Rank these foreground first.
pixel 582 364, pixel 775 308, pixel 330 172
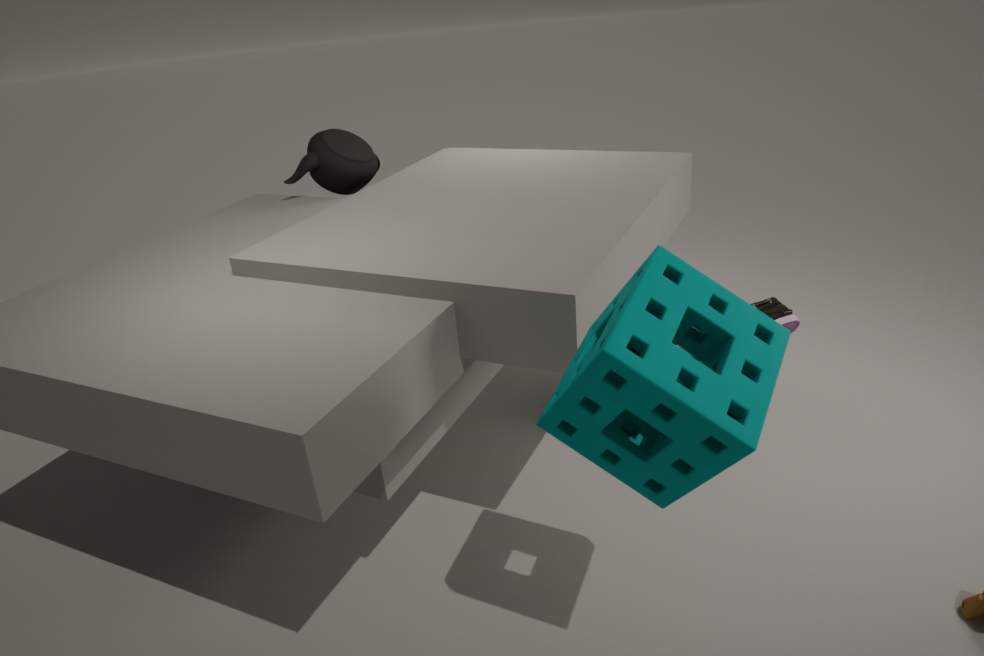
pixel 582 364
pixel 775 308
pixel 330 172
